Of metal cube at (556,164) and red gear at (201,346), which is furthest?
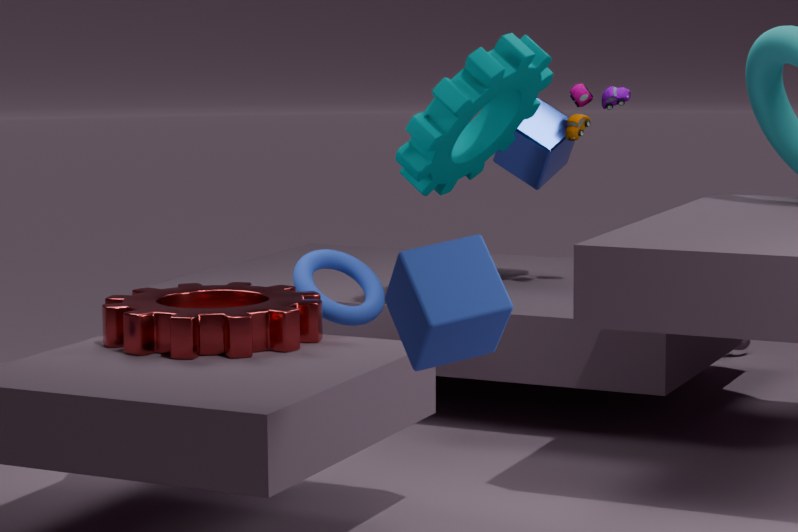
metal cube at (556,164)
